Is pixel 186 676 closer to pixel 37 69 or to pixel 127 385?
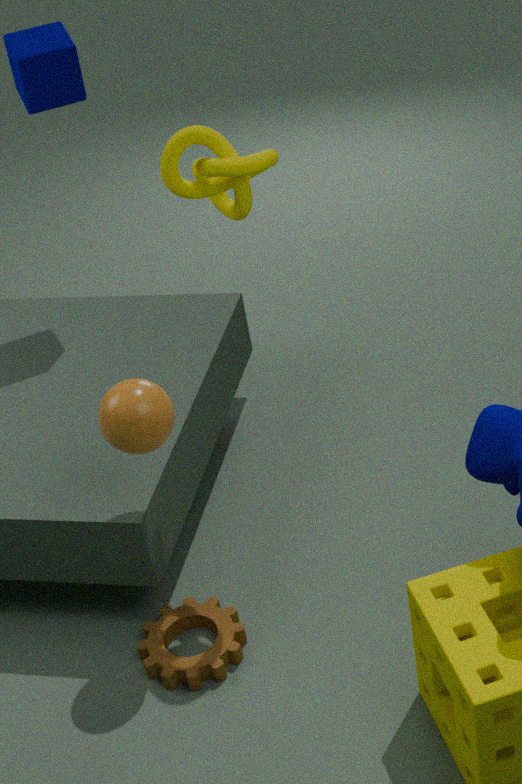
pixel 127 385
